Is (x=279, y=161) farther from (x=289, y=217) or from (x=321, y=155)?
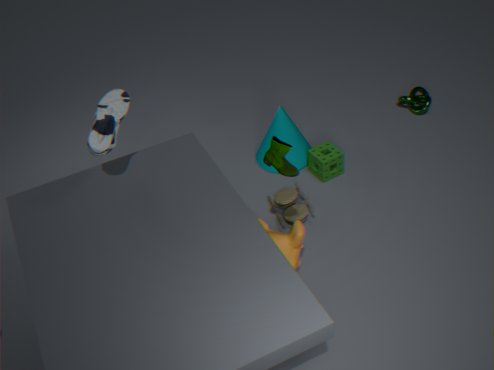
(x=321, y=155)
